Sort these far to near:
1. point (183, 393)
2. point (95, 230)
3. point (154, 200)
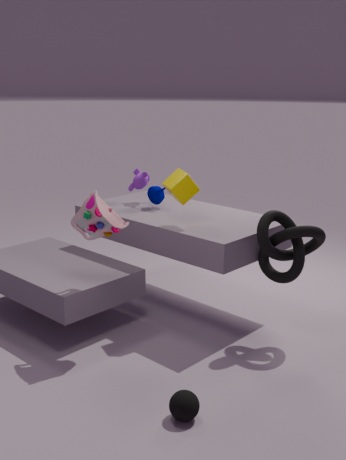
point (154, 200)
point (95, 230)
point (183, 393)
